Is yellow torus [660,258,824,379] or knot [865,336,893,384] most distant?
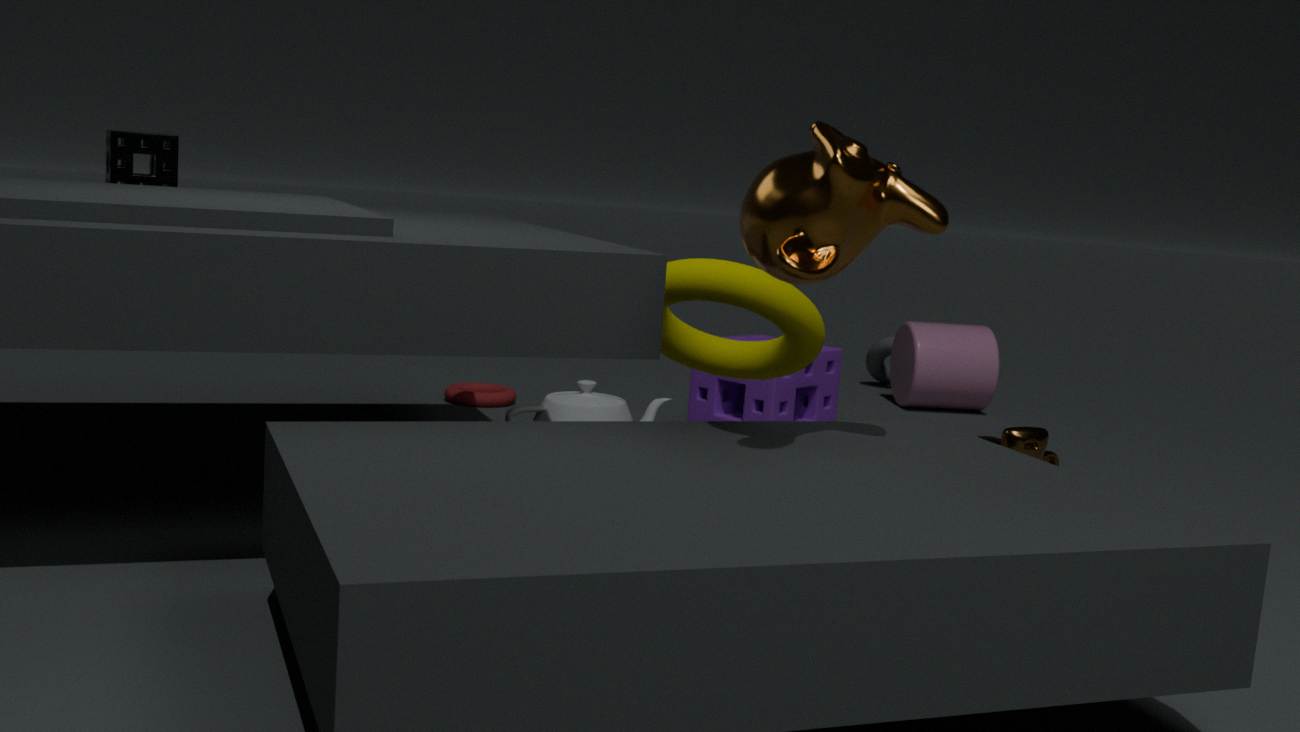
knot [865,336,893,384]
